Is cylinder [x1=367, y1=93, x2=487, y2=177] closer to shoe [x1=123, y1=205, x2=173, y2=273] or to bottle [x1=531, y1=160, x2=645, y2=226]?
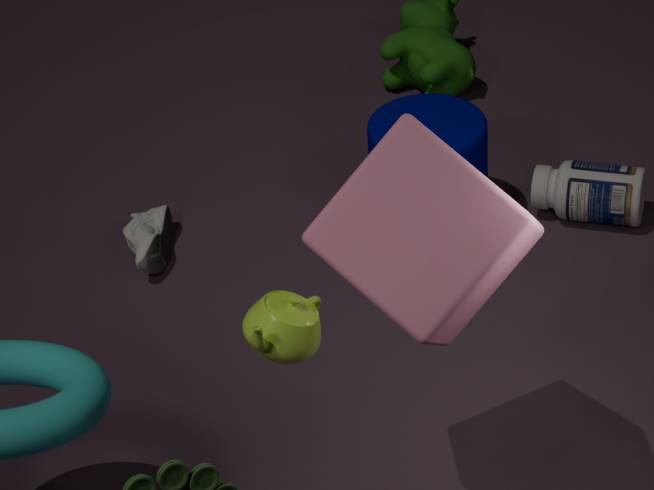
bottle [x1=531, y1=160, x2=645, y2=226]
